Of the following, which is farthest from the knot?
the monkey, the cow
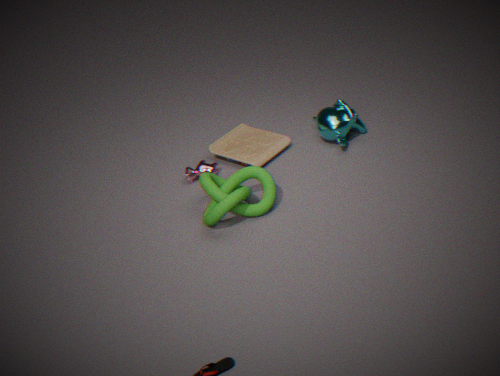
the monkey
